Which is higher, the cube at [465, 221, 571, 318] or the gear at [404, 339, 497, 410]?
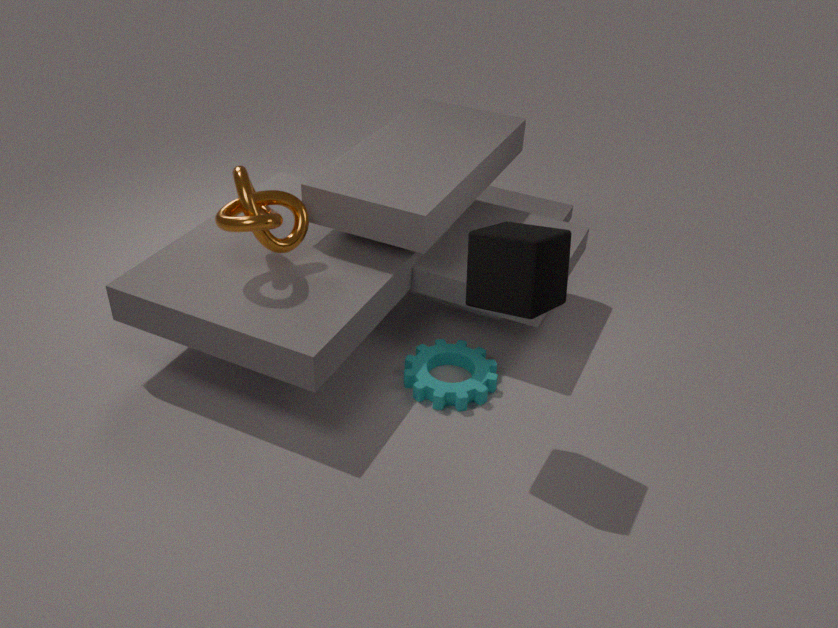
the cube at [465, 221, 571, 318]
